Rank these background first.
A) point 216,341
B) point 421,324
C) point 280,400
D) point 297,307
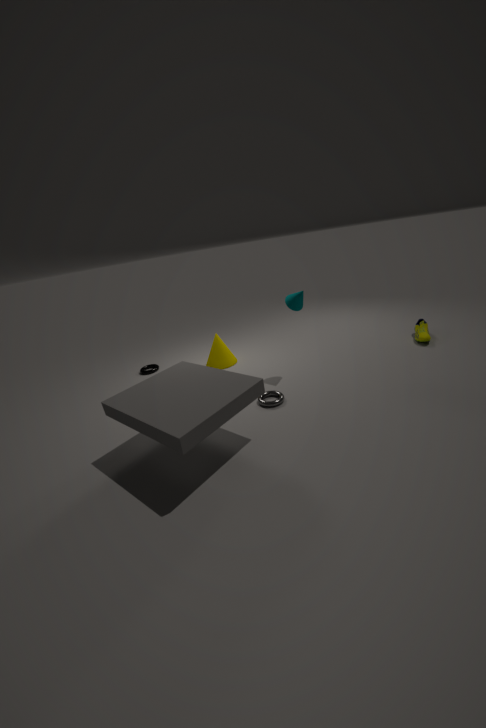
point 216,341
point 421,324
point 297,307
point 280,400
